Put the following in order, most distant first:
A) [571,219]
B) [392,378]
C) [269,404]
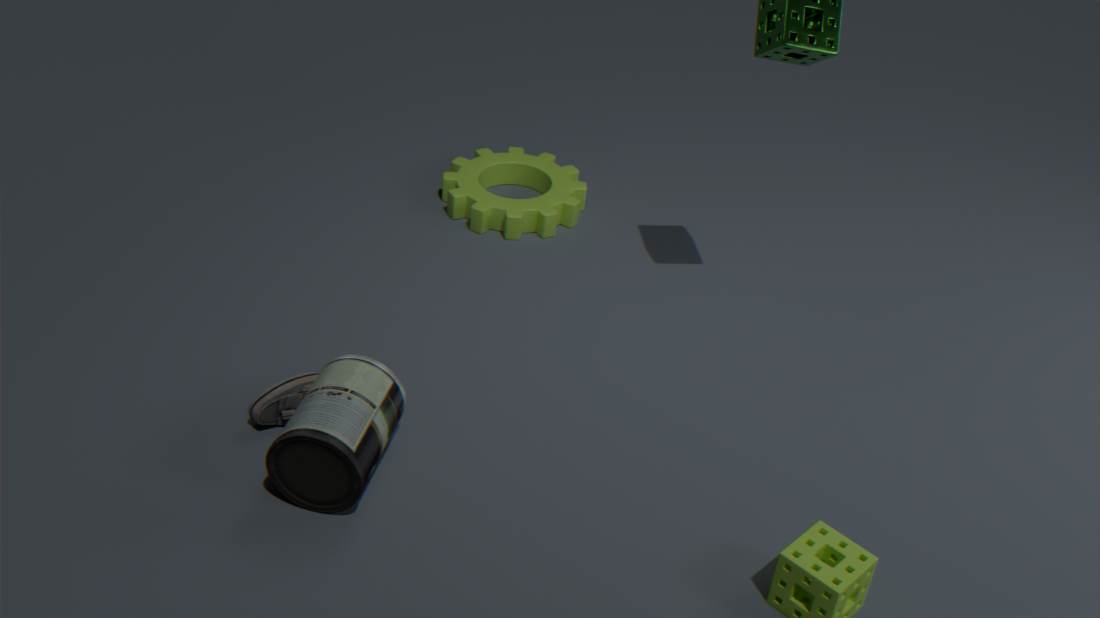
[571,219] < [269,404] < [392,378]
